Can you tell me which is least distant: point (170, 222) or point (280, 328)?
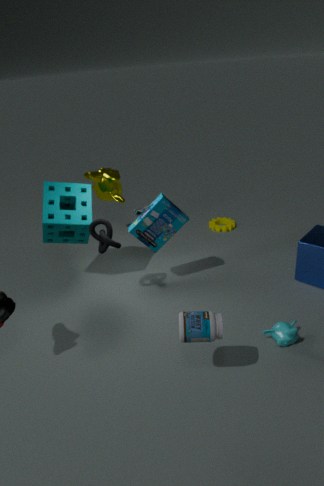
point (280, 328)
